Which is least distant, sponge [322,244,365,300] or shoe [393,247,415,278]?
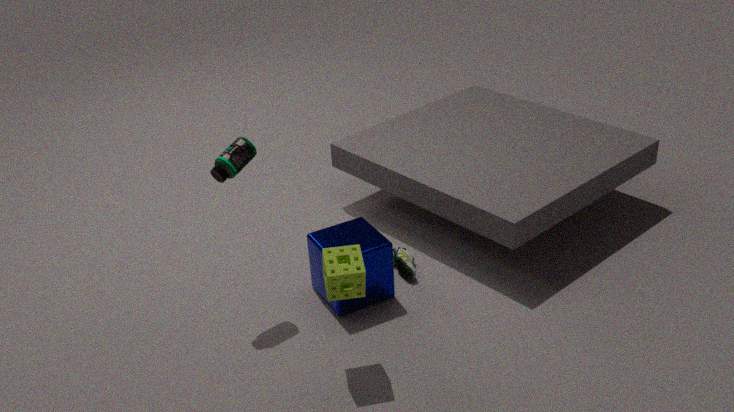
sponge [322,244,365,300]
